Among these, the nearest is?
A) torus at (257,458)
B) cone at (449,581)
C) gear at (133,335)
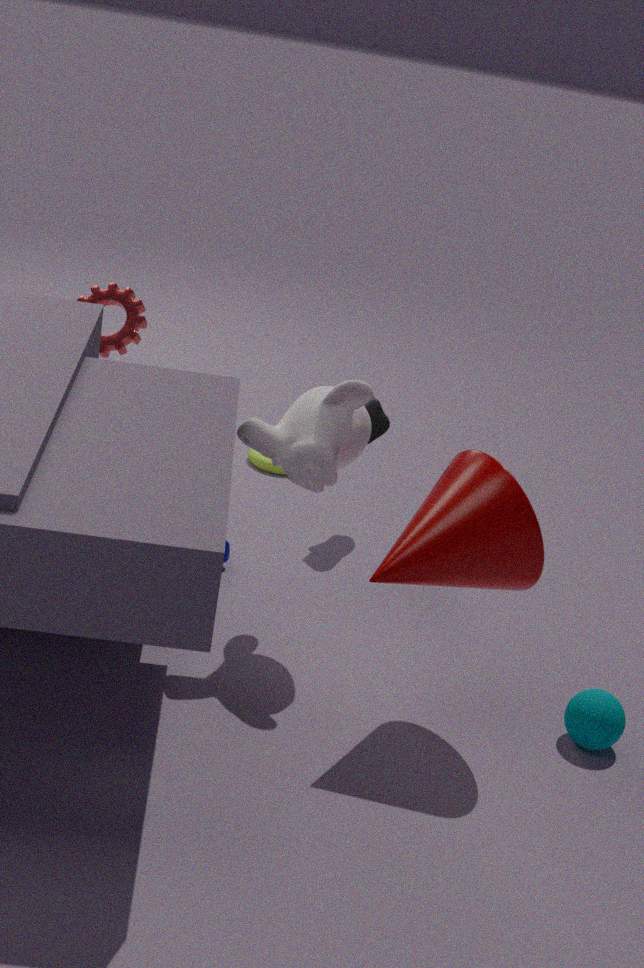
cone at (449,581)
